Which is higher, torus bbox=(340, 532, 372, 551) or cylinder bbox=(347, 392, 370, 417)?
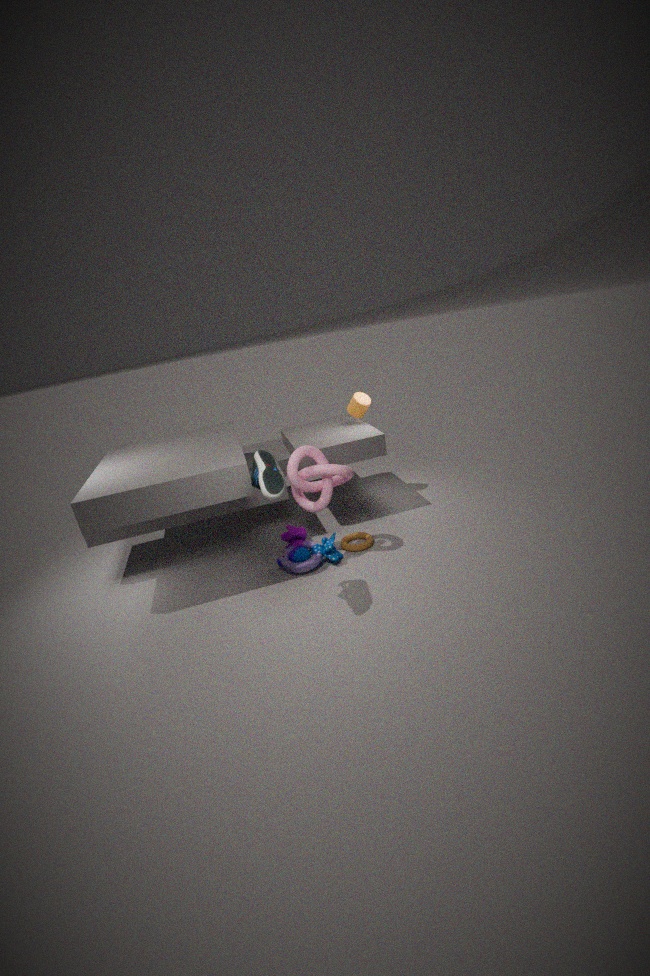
cylinder bbox=(347, 392, 370, 417)
